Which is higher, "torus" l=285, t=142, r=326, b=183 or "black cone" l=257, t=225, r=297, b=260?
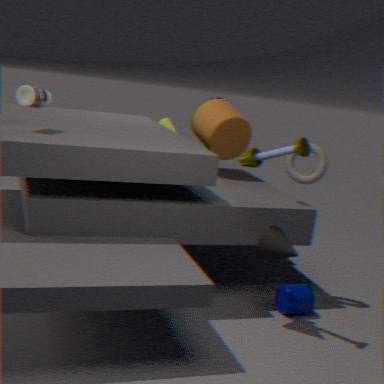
"torus" l=285, t=142, r=326, b=183
